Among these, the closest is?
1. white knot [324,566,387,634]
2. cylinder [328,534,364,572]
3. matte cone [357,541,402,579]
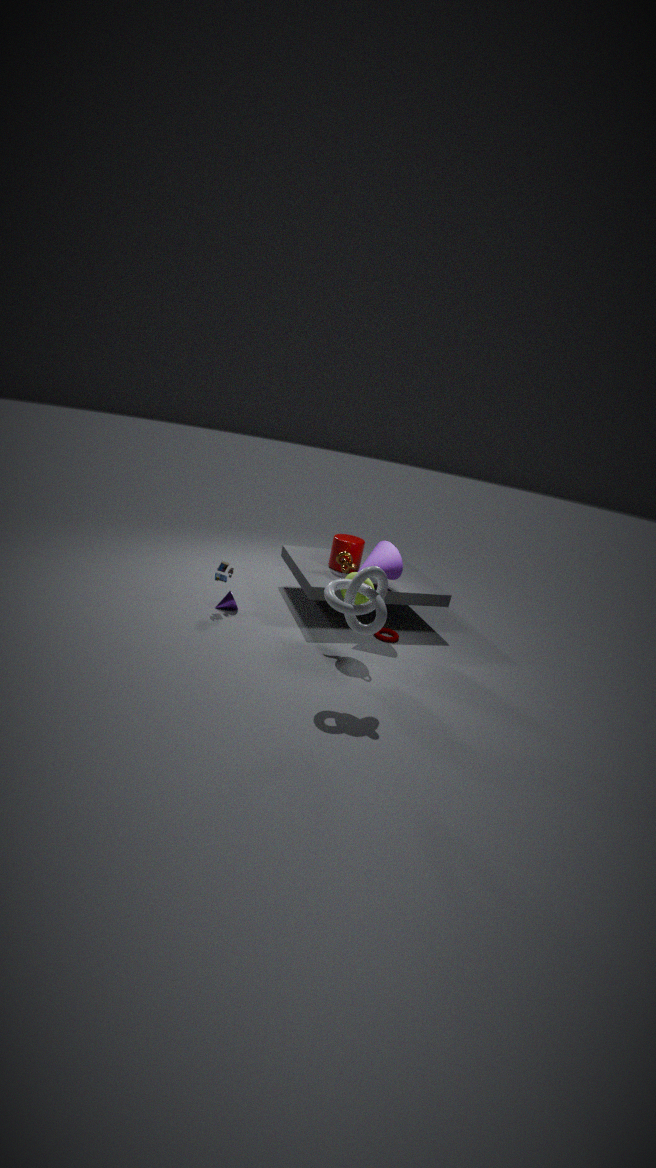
white knot [324,566,387,634]
